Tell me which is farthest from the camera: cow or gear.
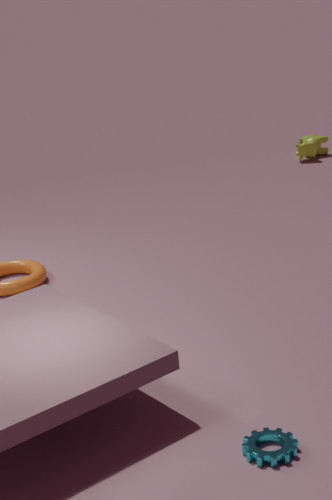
cow
